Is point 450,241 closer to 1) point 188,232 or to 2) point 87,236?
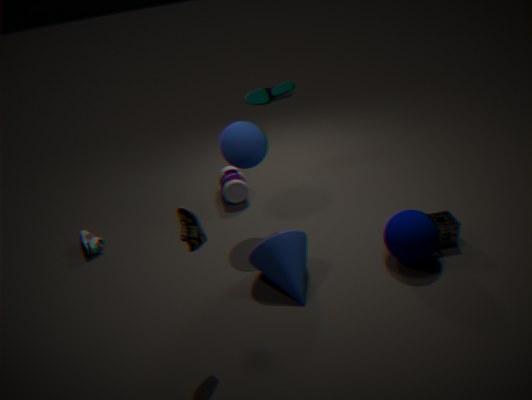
1) point 188,232
